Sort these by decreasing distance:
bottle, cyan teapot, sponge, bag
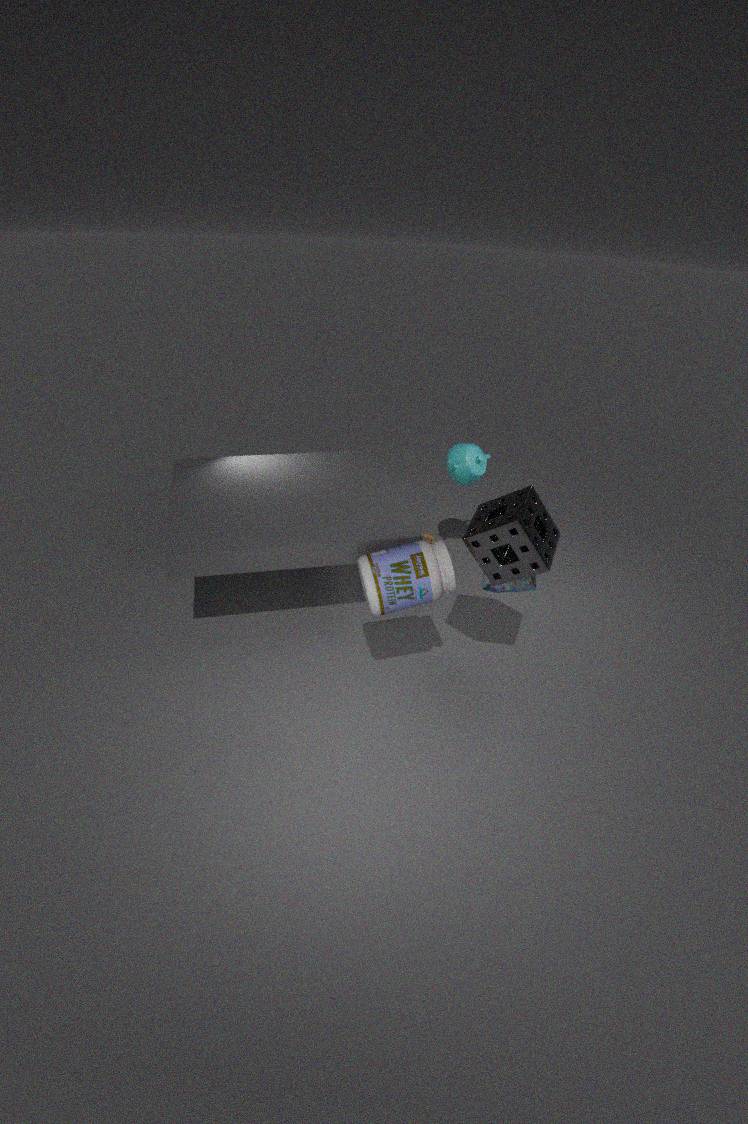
cyan teapot < bag < bottle < sponge
